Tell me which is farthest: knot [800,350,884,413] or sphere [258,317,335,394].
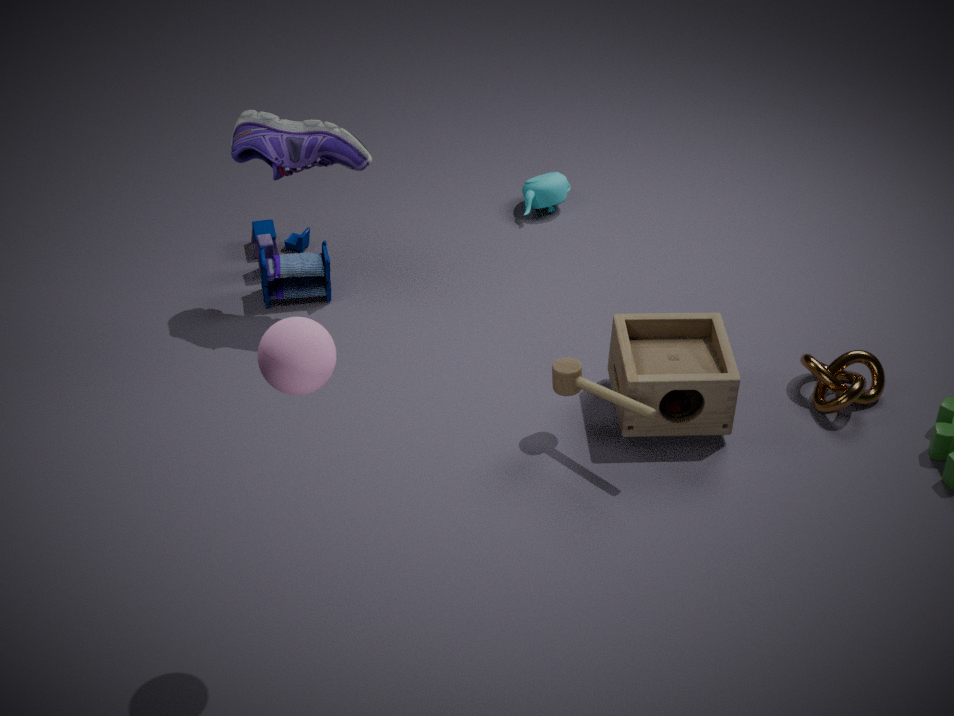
knot [800,350,884,413]
